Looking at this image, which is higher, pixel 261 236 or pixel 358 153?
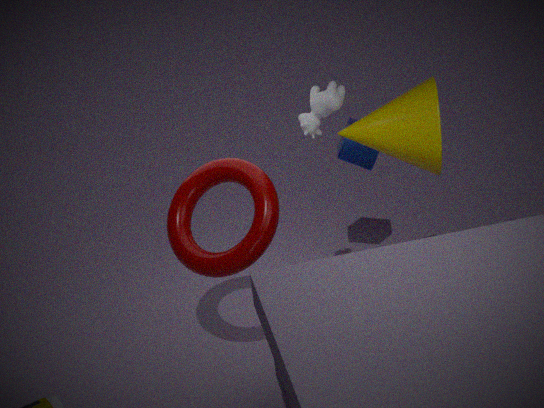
pixel 261 236
